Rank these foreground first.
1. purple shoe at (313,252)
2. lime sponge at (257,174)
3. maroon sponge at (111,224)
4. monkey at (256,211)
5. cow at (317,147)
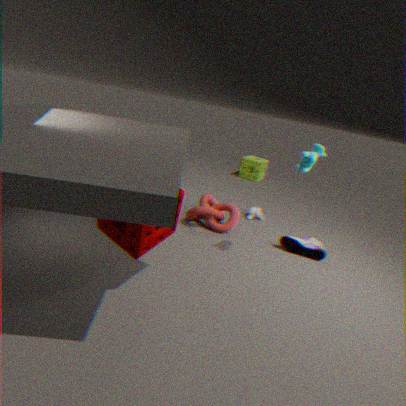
maroon sponge at (111,224), cow at (317,147), purple shoe at (313,252), monkey at (256,211), lime sponge at (257,174)
